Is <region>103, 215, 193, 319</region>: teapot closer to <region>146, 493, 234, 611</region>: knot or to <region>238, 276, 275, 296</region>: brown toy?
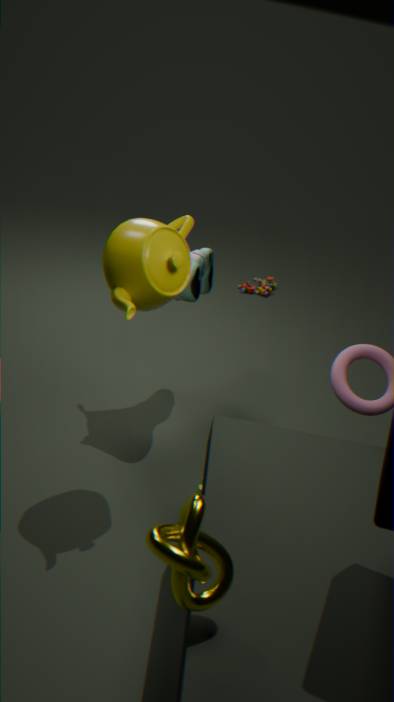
<region>146, 493, 234, 611</region>: knot
